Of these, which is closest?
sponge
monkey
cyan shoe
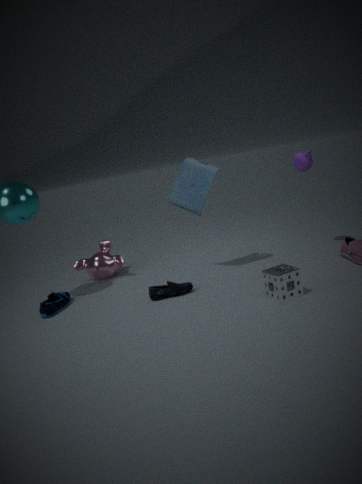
sponge
